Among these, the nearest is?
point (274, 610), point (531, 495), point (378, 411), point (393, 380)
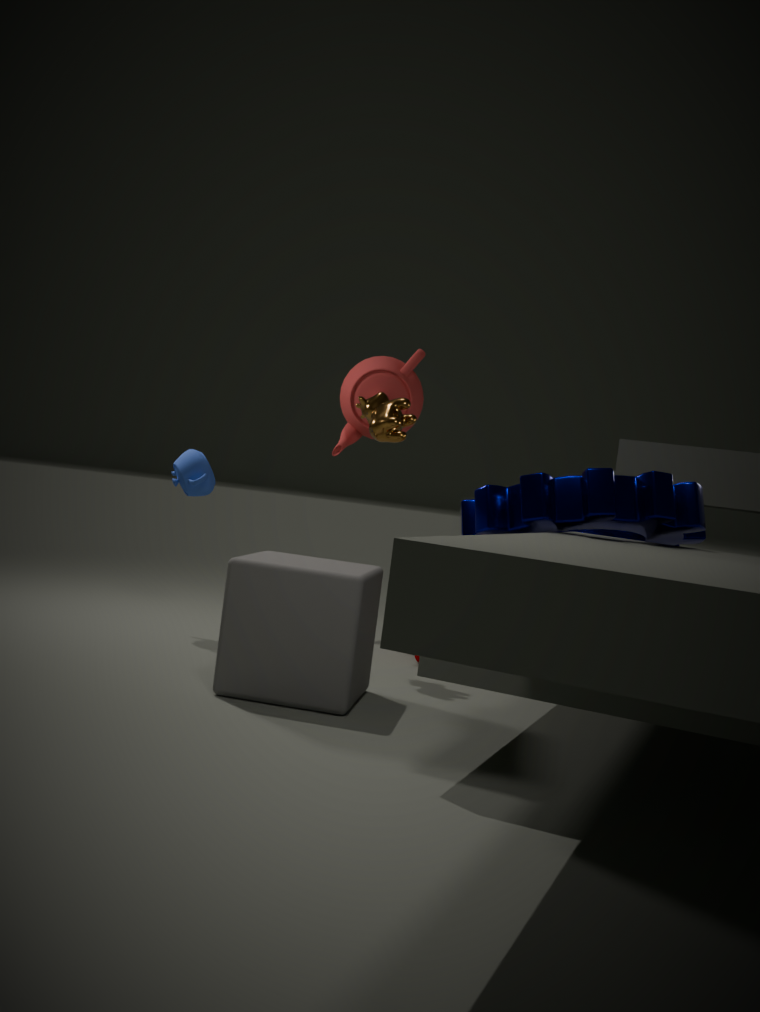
point (531, 495)
